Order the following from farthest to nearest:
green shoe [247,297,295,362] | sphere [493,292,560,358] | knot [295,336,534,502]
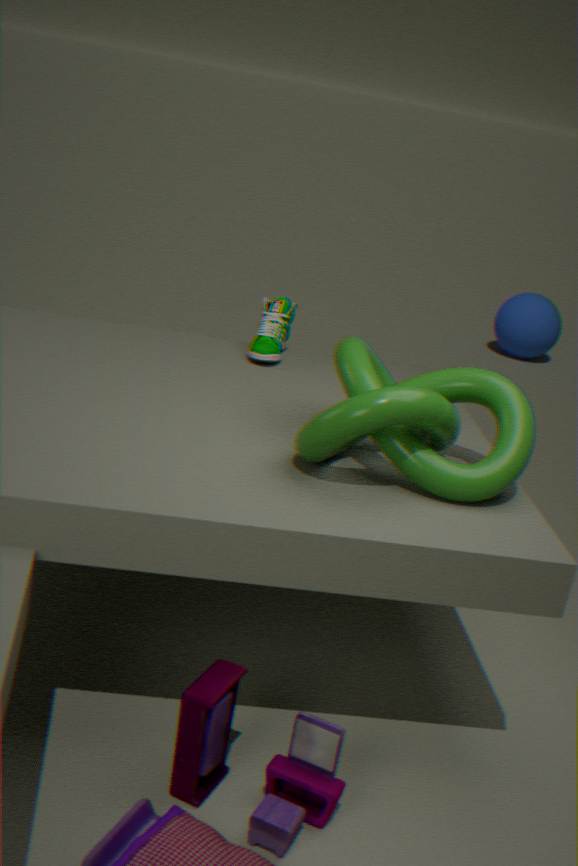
sphere [493,292,560,358]
green shoe [247,297,295,362]
knot [295,336,534,502]
